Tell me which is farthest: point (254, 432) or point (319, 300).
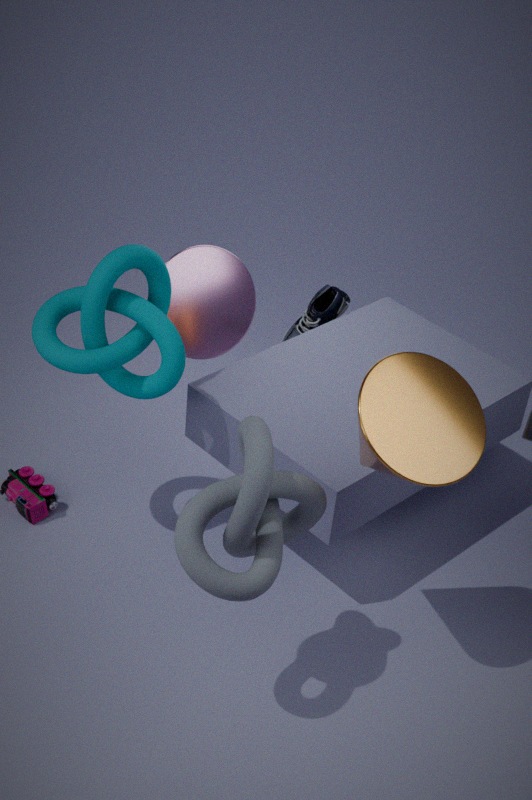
point (319, 300)
